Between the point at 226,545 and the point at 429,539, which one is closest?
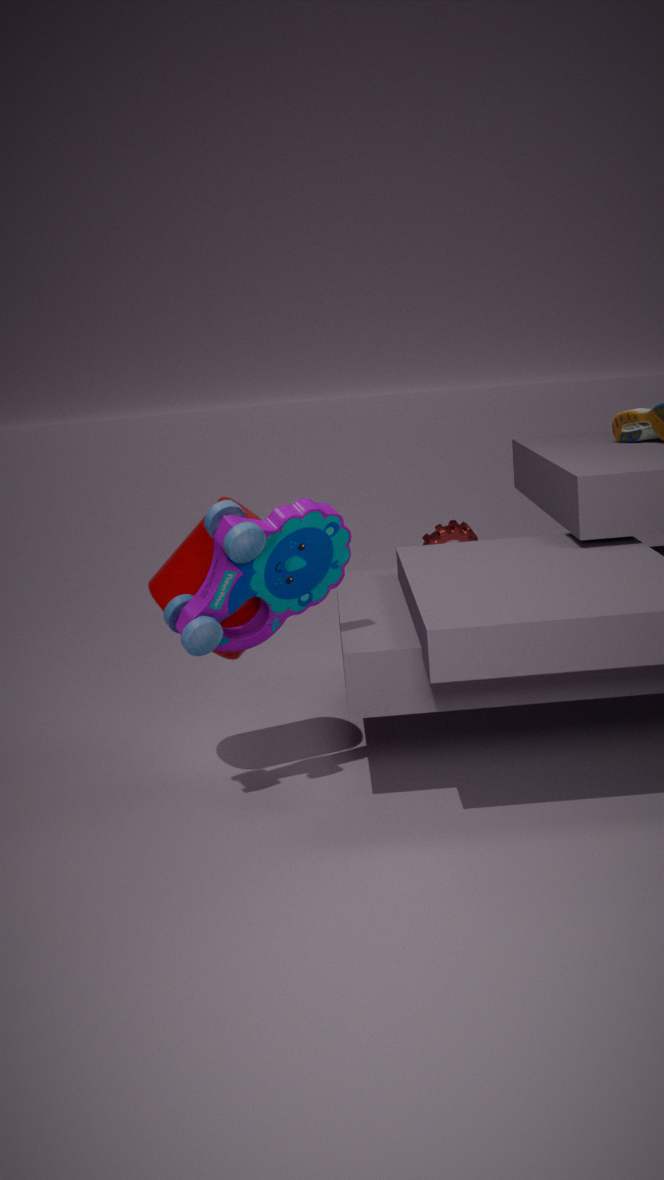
the point at 226,545
